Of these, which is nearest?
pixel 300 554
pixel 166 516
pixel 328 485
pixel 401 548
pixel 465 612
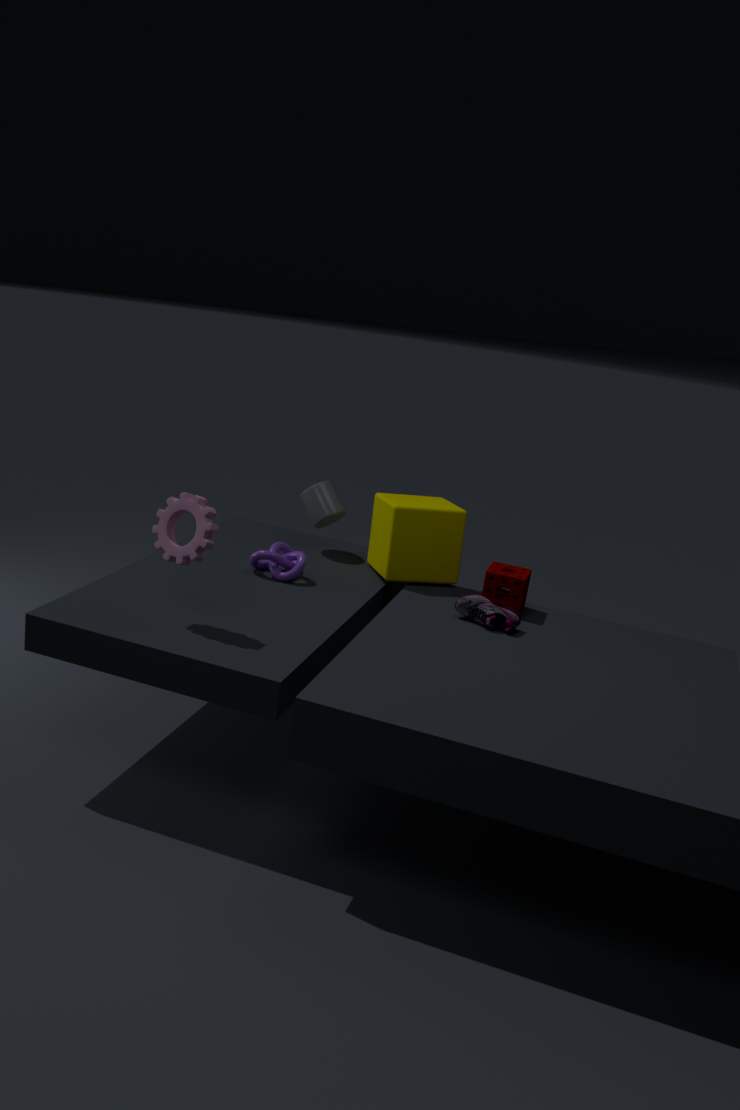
pixel 166 516
